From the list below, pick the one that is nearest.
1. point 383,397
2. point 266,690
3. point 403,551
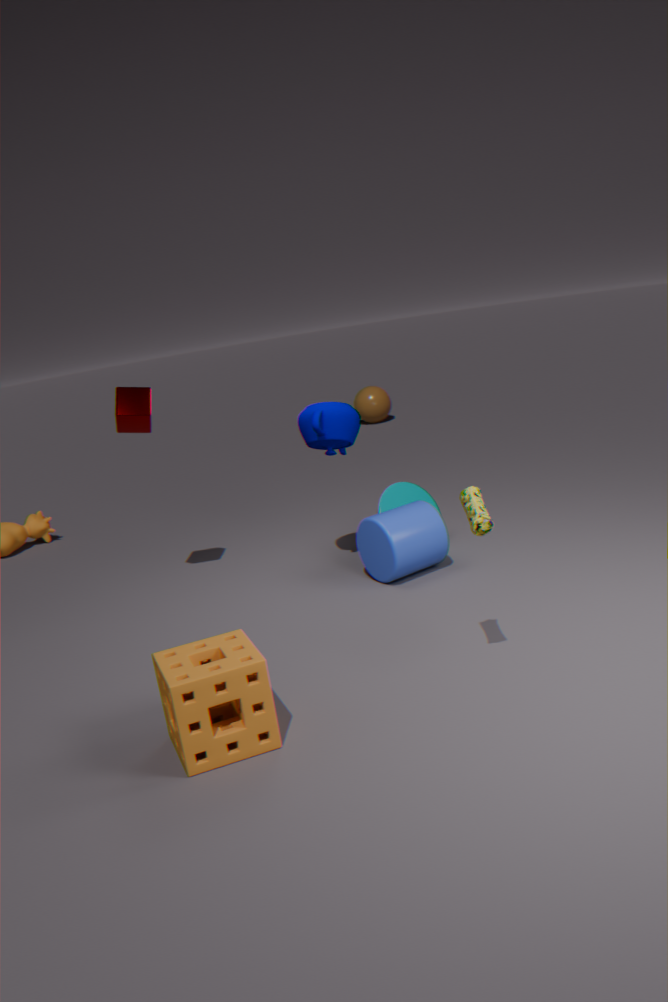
point 266,690
